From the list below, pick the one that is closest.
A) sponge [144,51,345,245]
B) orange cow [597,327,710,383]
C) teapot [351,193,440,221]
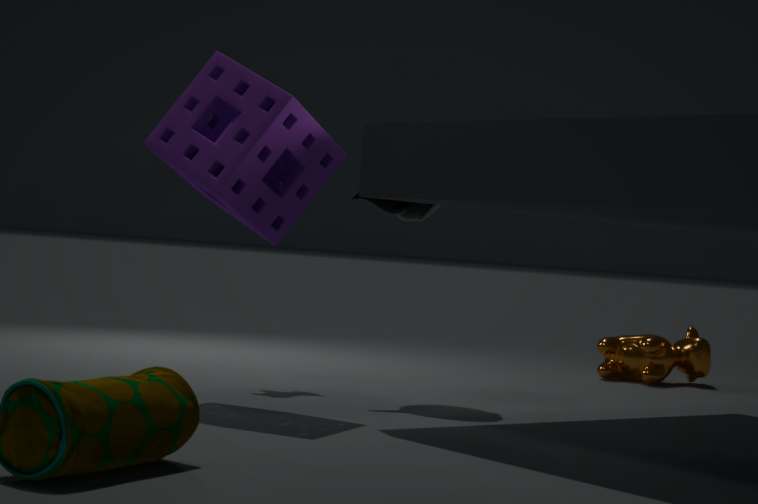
sponge [144,51,345,245]
